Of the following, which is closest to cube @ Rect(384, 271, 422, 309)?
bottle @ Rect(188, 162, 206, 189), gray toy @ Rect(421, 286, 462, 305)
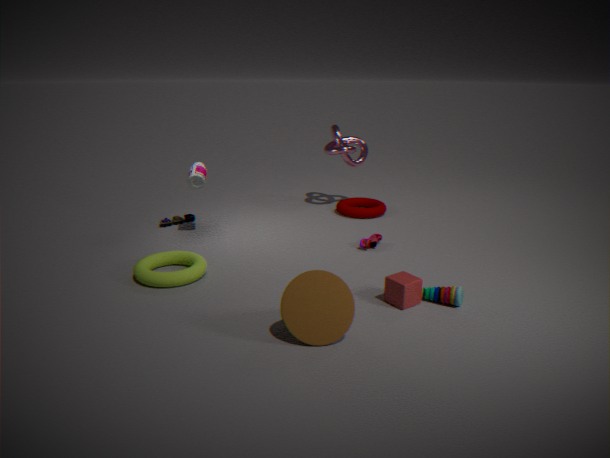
gray toy @ Rect(421, 286, 462, 305)
